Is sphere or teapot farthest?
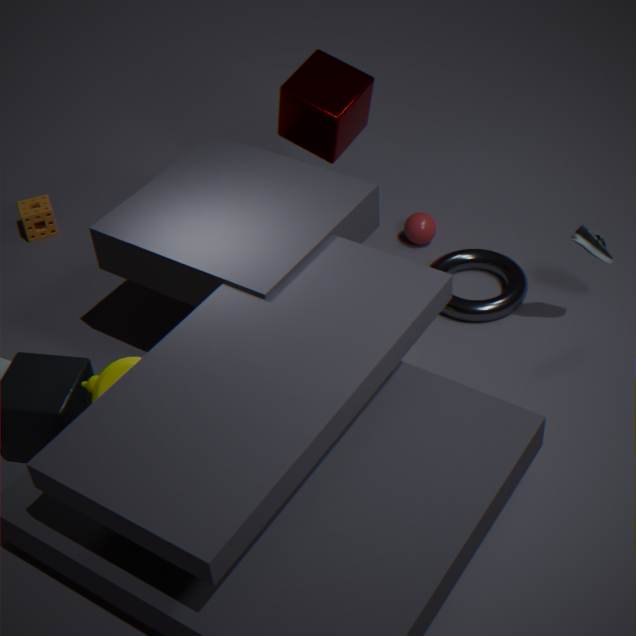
sphere
